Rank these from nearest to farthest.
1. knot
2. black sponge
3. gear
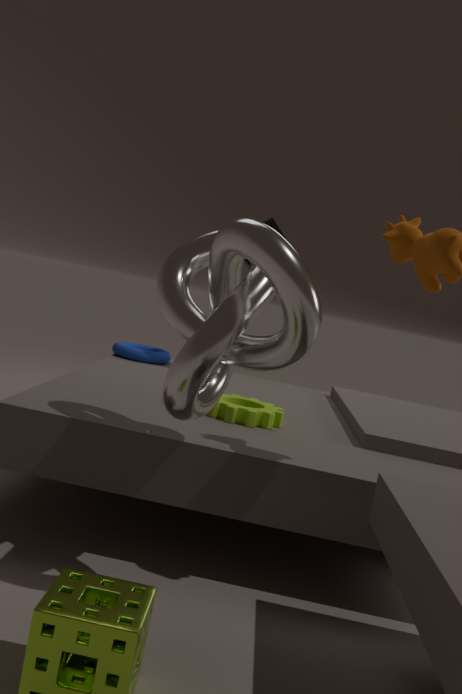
1. knot
2. gear
3. black sponge
